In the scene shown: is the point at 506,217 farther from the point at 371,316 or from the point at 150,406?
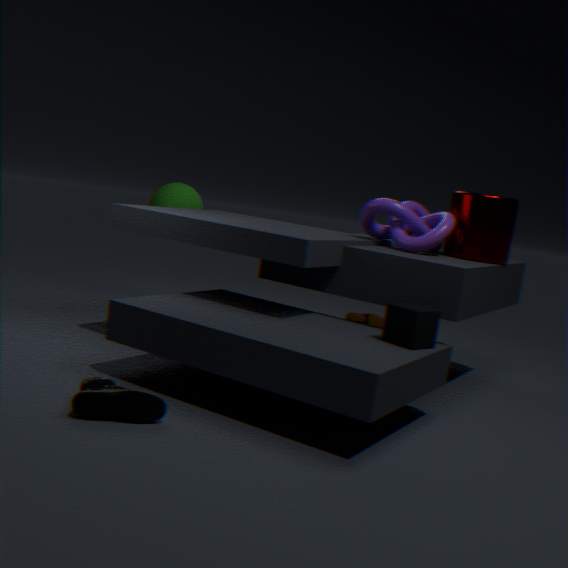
the point at 150,406
